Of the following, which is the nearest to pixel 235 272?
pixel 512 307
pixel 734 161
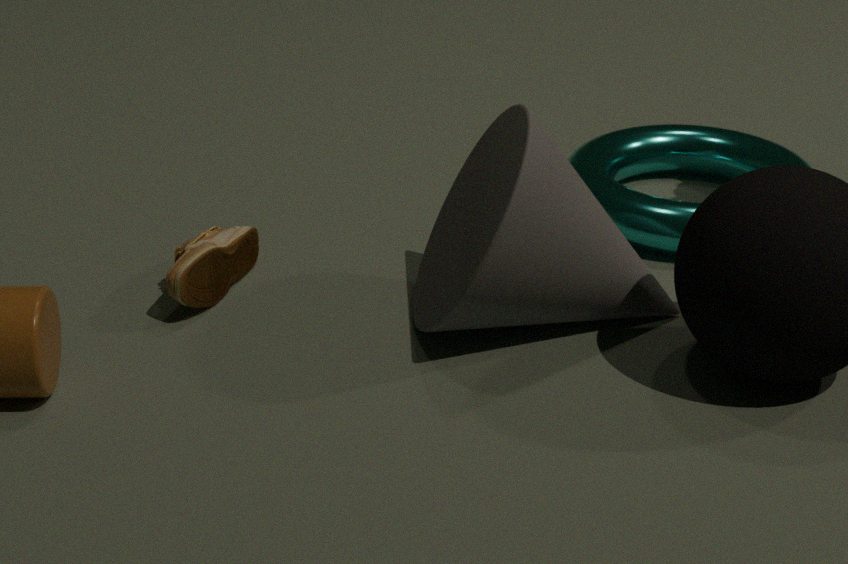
pixel 512 307
